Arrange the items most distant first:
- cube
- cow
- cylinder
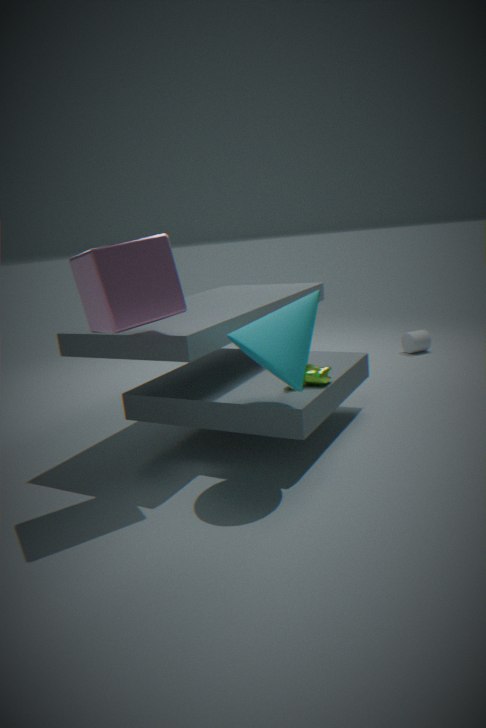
cylinder → cow → cube
